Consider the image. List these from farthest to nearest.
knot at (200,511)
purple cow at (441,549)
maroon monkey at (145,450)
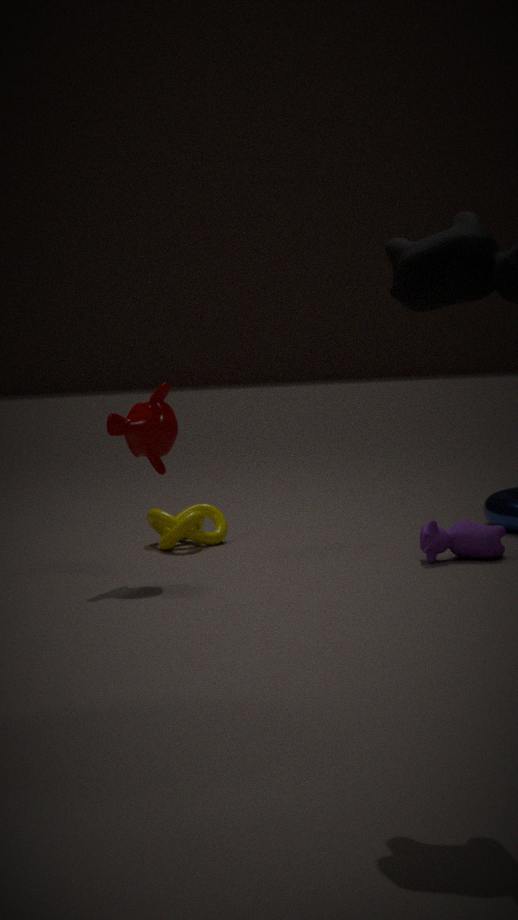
knot at (200,511), purple cow at (441,549), maroon monkey at (145,450)
